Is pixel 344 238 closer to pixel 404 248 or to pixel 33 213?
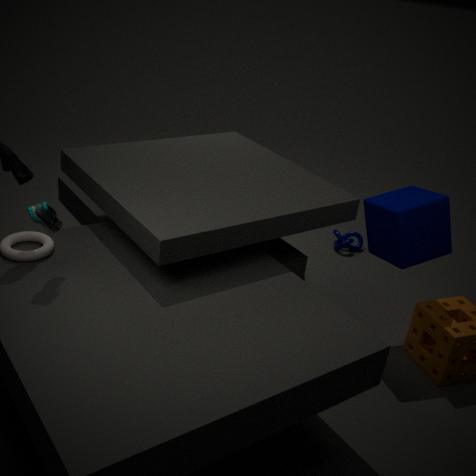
pixel 404 248
